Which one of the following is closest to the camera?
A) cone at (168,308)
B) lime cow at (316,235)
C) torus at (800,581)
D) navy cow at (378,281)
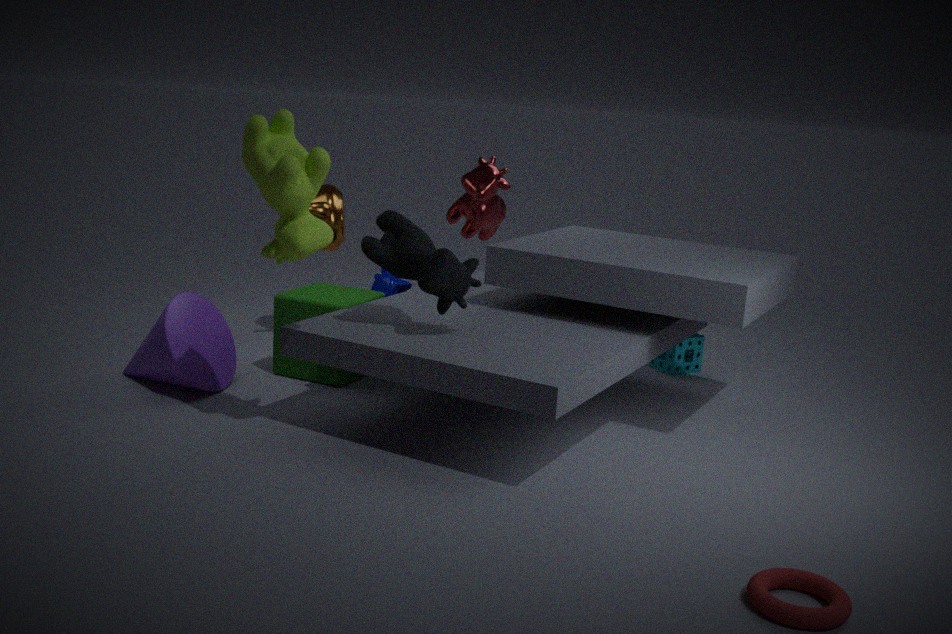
torus at (800,581)
